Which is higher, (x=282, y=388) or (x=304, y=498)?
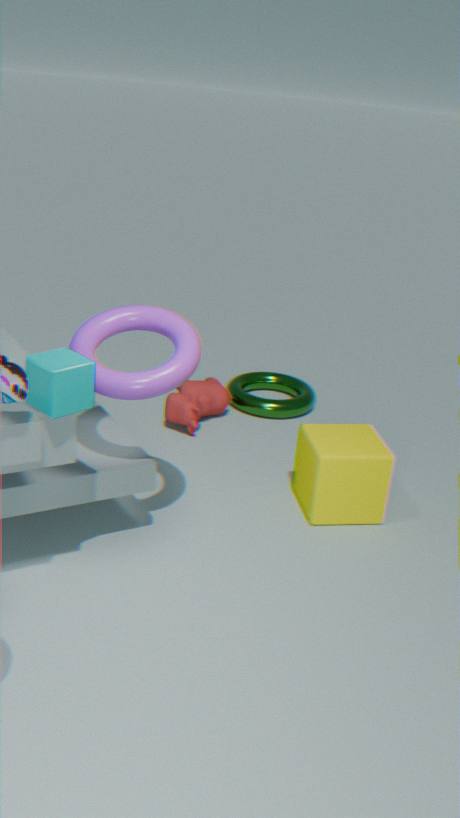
(x=304, y=498)
